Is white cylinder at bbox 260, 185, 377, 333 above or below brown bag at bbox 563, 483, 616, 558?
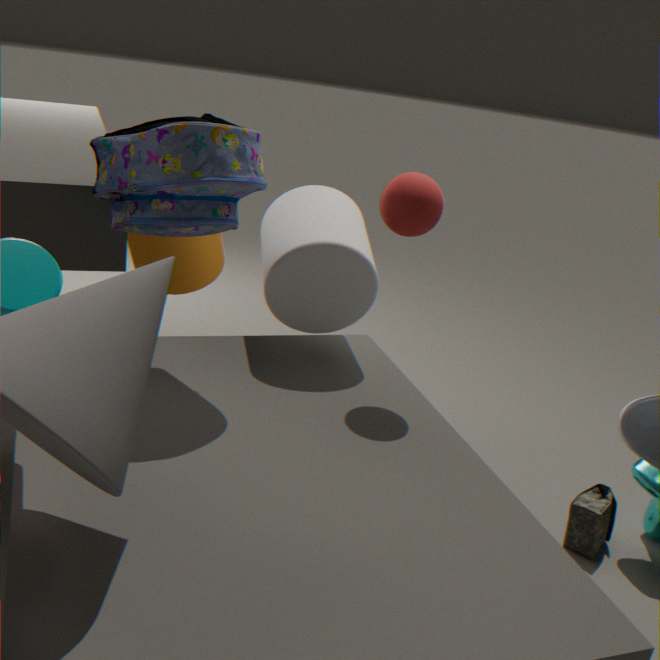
above
